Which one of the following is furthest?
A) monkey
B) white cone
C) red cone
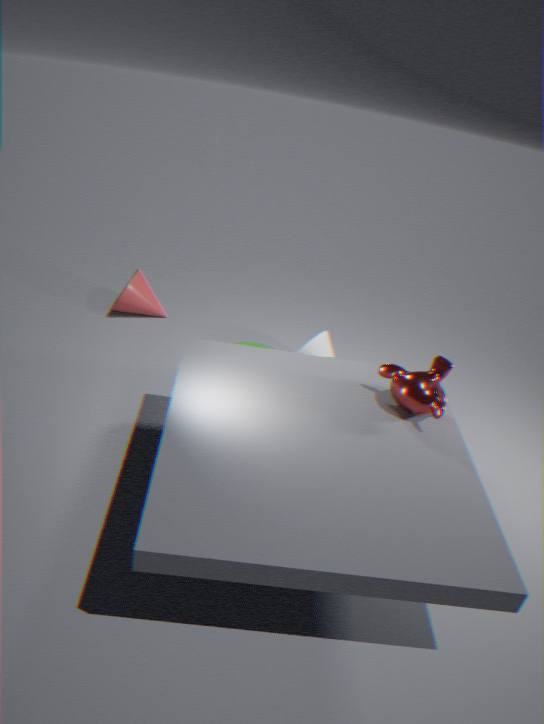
C. red cone
